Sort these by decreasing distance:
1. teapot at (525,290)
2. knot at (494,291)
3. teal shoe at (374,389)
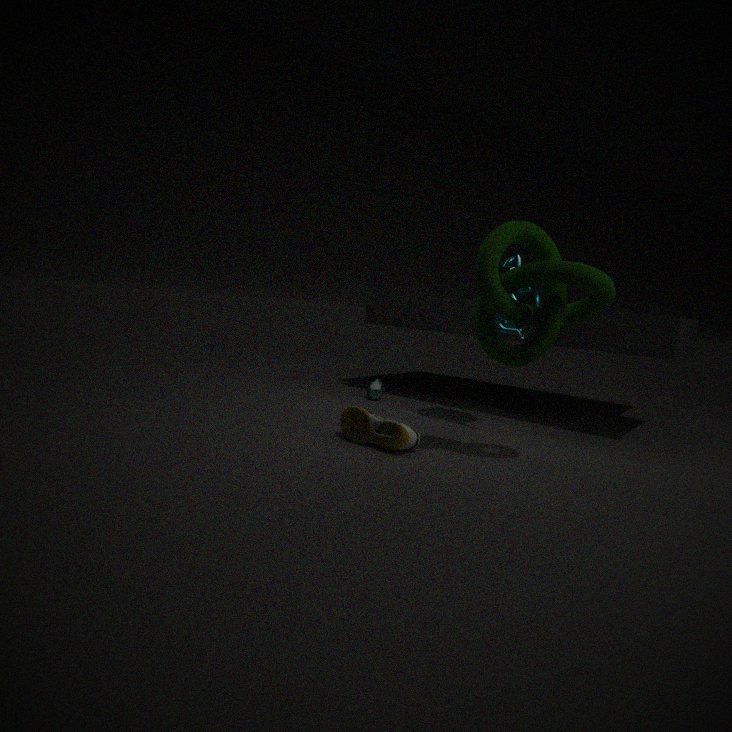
teal shoe at (374,389) < teapot at (525,290) < knot at (494,291)
